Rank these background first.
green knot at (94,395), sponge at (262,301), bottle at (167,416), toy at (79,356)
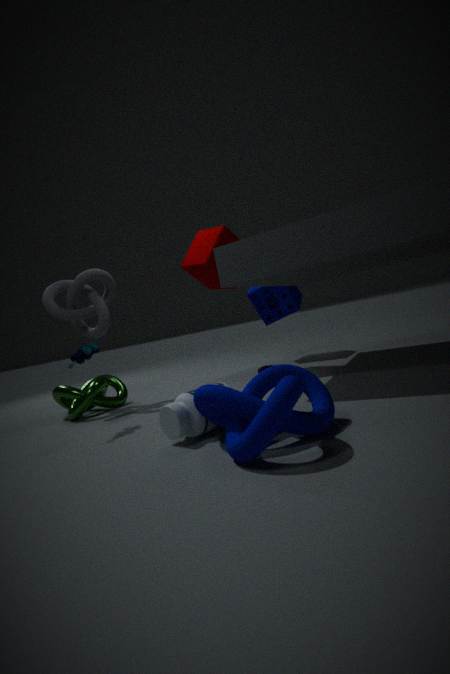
sponge at (262,301)
green knot at (94,395)
toy at (79,356)
bottle at (167,416)
